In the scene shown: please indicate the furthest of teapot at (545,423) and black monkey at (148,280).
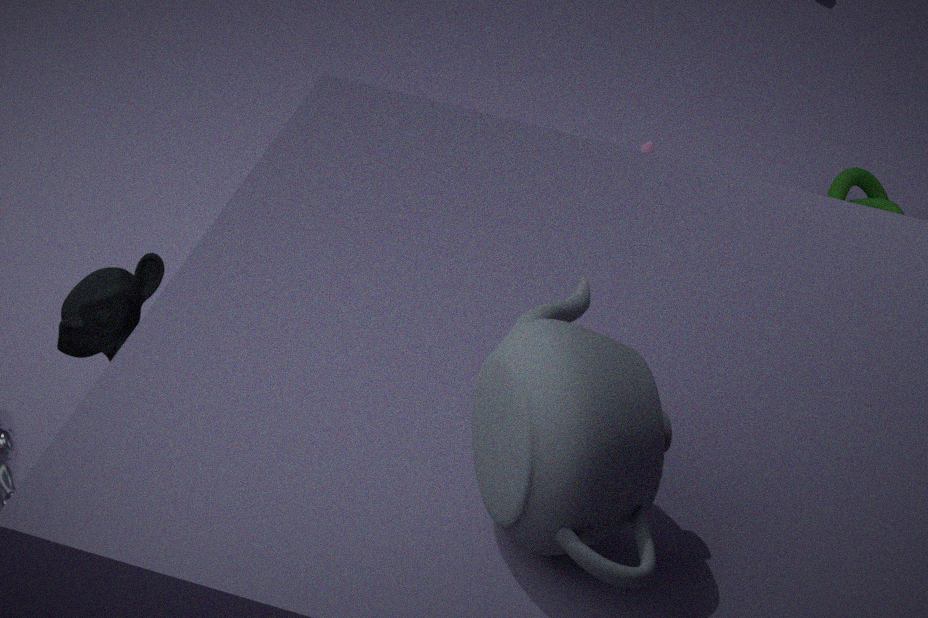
black monkey at (148,280)
